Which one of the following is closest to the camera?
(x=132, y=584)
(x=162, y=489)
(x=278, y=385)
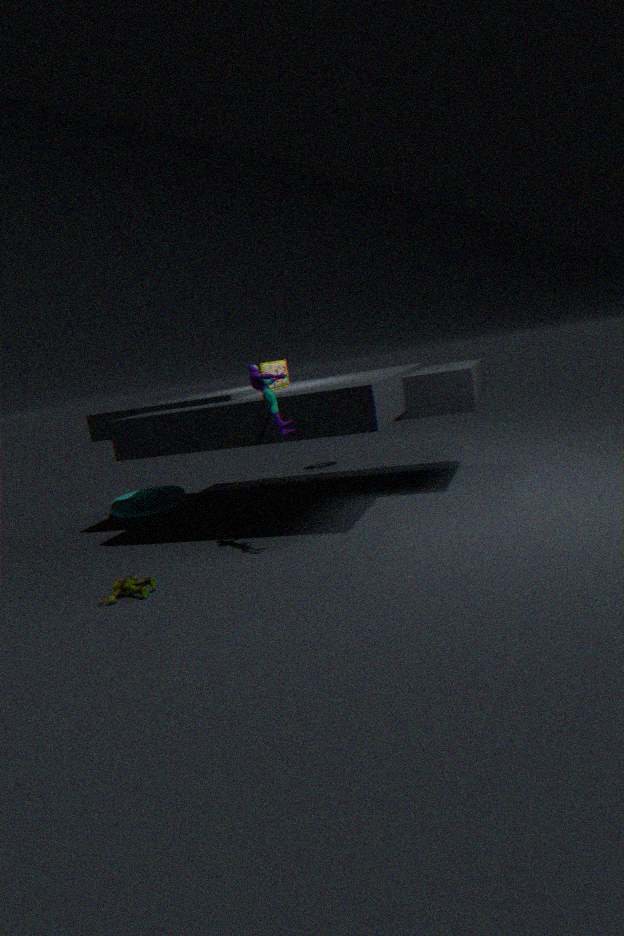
(x=132, y=584)
